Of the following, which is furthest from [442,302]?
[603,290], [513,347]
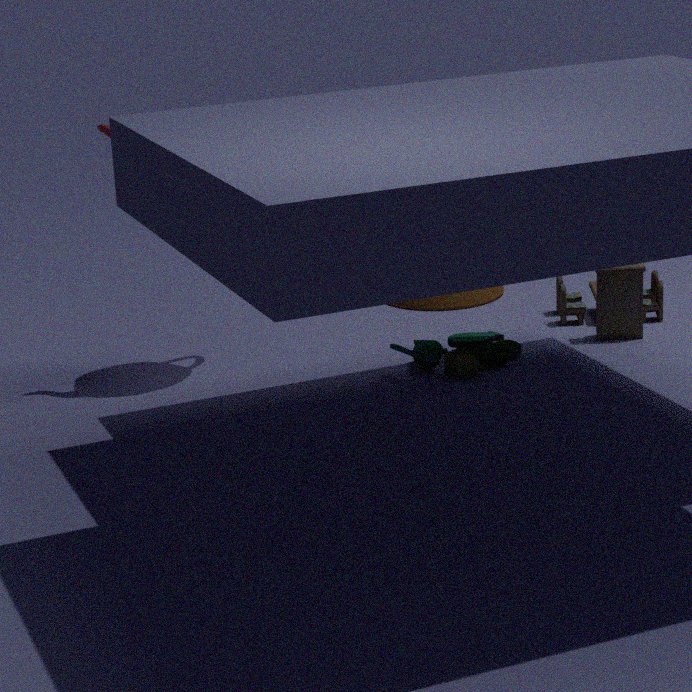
[513,347]
